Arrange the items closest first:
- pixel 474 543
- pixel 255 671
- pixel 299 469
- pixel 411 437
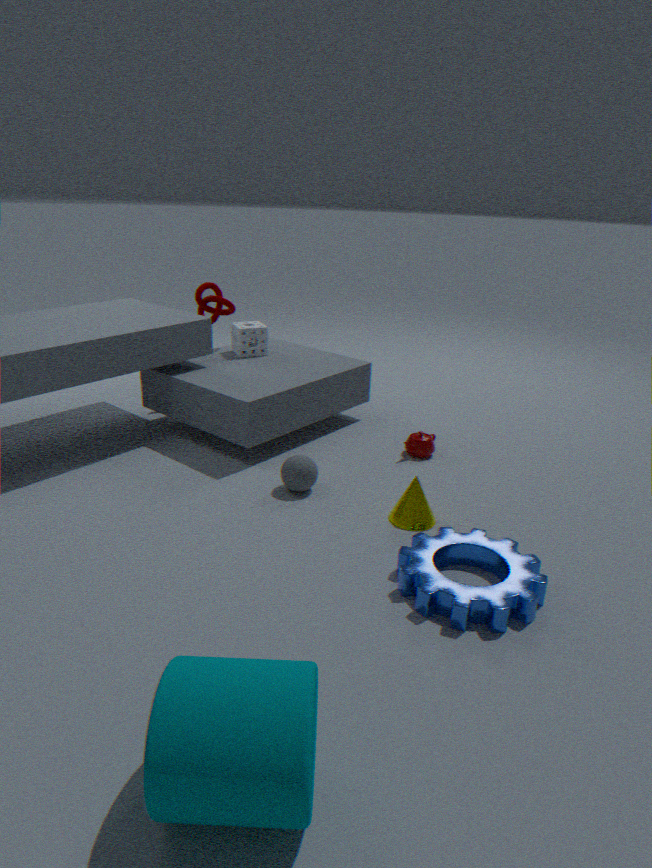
1. pixel 255 671
2. pixel 474 543
3. pixel 299 469
4. pixel 411 437
